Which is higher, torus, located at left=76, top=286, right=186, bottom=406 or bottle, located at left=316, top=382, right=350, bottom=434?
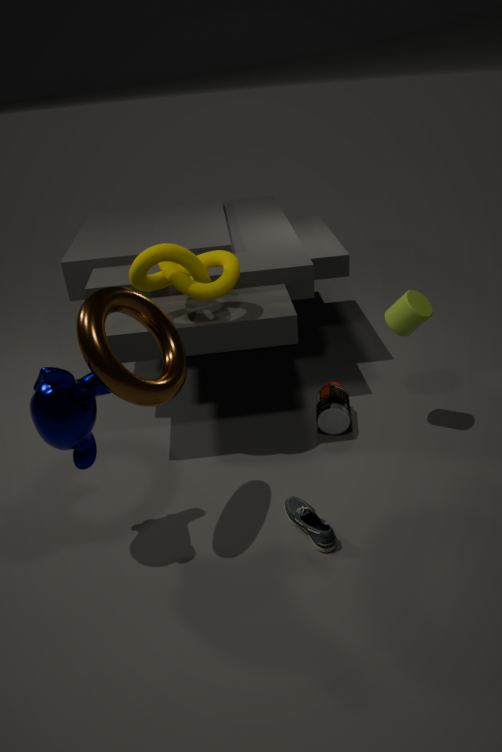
torus, located at left=76, top=286, right=186, bottom=406
